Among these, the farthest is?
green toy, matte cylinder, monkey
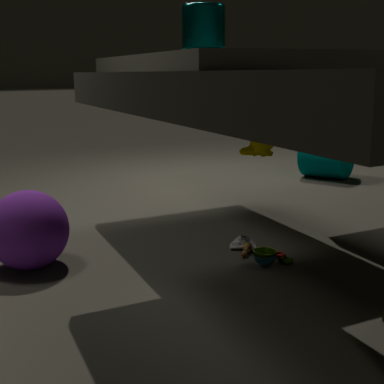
matte cylinder
